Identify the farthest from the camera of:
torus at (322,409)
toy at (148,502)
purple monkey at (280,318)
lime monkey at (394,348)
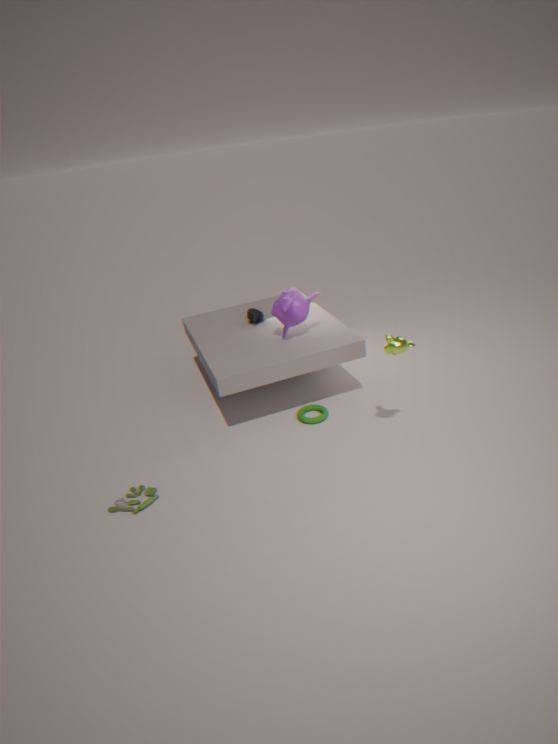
torus at (322,409)
